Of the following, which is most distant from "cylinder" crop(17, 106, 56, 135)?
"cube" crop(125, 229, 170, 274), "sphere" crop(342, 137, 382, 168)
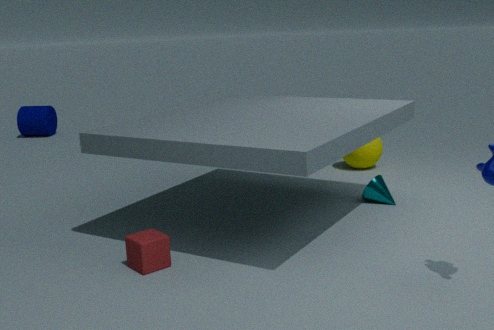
"cube" crop(125, 229, 170, 274)
